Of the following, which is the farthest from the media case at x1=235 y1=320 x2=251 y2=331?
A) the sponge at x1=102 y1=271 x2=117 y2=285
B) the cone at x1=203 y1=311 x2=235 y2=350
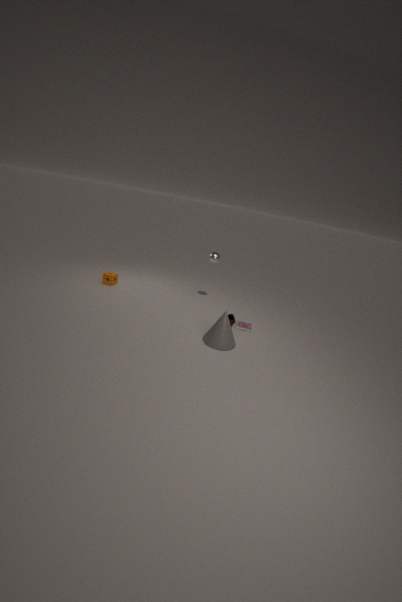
the sponge at x1=102 y1=271 x2=117 y2=285
